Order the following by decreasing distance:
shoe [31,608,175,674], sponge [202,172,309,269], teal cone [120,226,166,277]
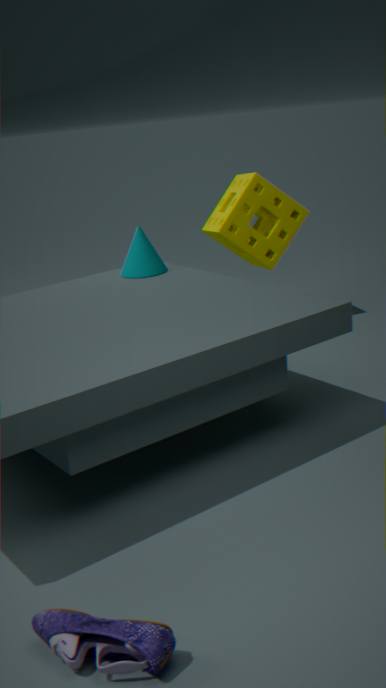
sponge [202,172,309,269]
teal cone [120,226,166,277]
shoe [31,608,175,674]
